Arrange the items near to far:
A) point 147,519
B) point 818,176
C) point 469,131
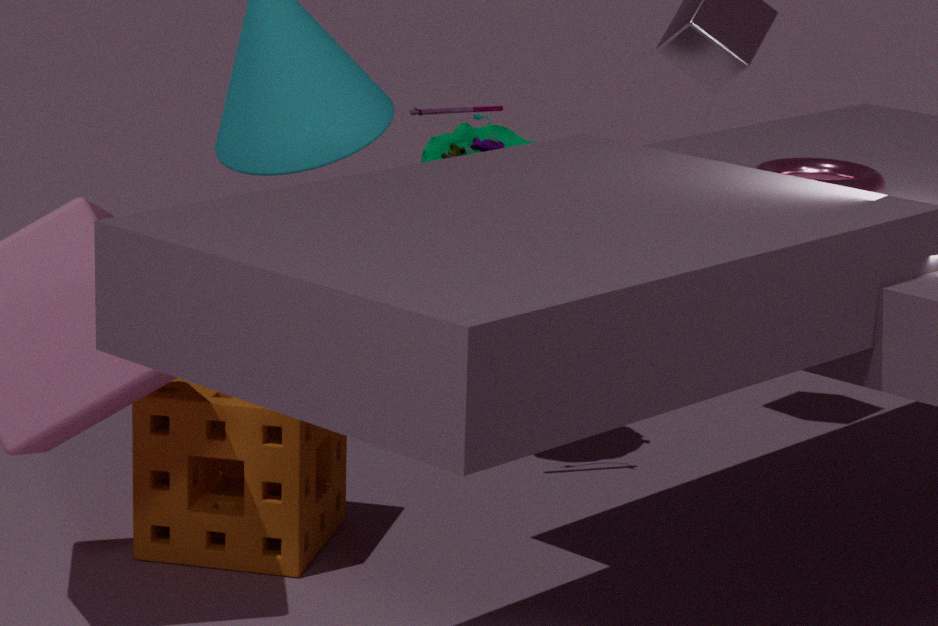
1. point 818,176
2. point 147,519
3. point 469,131
